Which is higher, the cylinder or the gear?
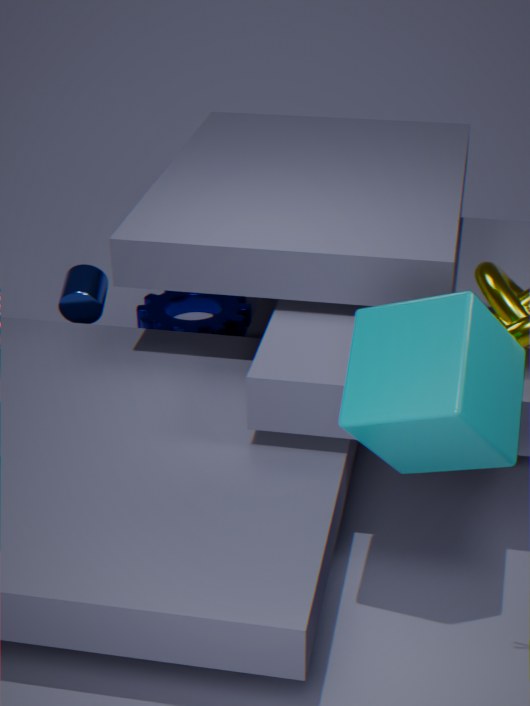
the cylinder
